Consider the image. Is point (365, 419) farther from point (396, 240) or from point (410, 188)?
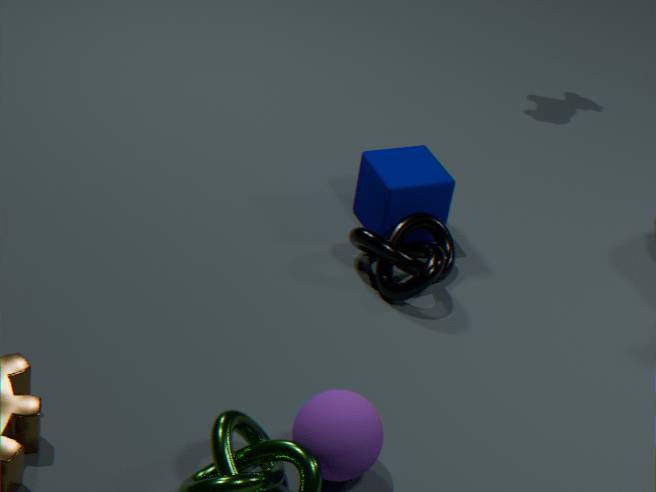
point (410, 188)
